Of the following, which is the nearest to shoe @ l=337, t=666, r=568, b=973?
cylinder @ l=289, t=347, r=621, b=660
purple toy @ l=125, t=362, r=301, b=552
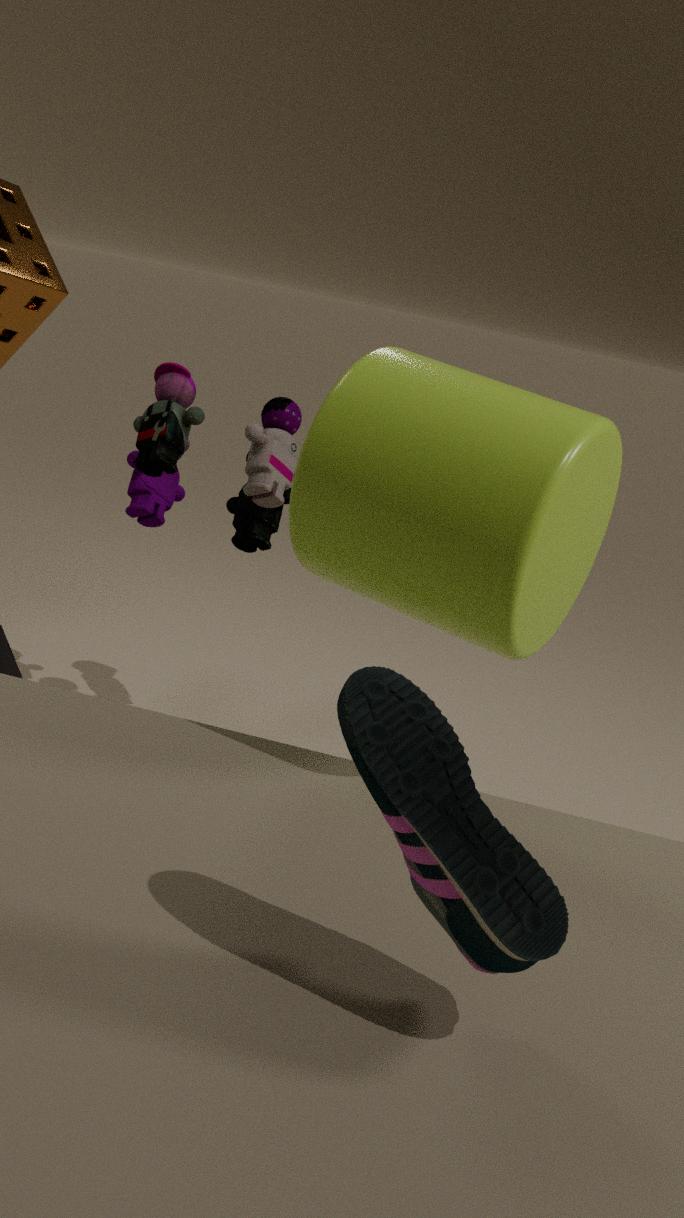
cylinder @ l=289, t=347, r=621, b=660
